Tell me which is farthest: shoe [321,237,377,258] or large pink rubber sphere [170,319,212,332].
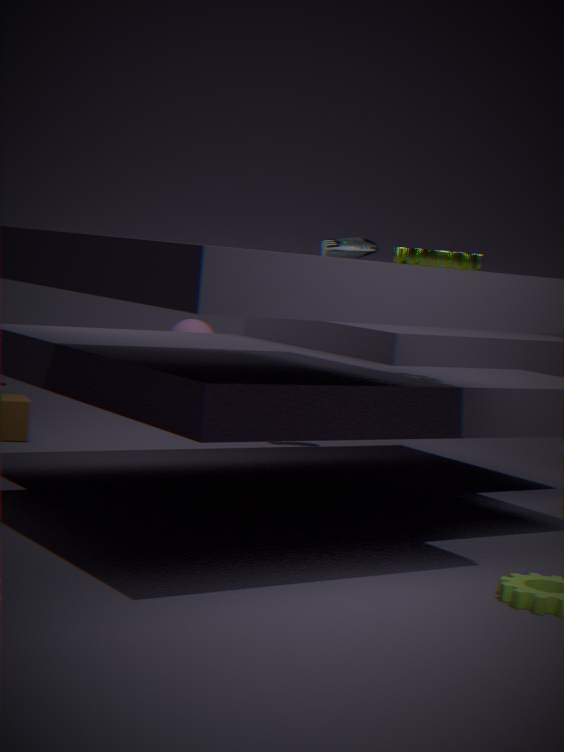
large pink rubber sphere [170,319,212,332]
